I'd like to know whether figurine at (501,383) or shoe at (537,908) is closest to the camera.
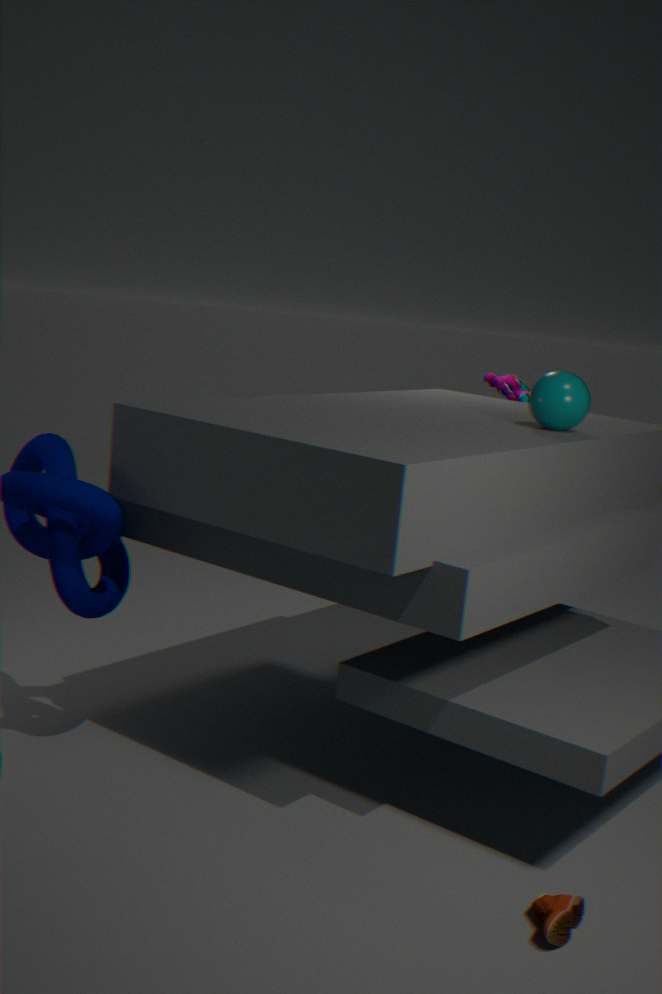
shoe at (537,908)
